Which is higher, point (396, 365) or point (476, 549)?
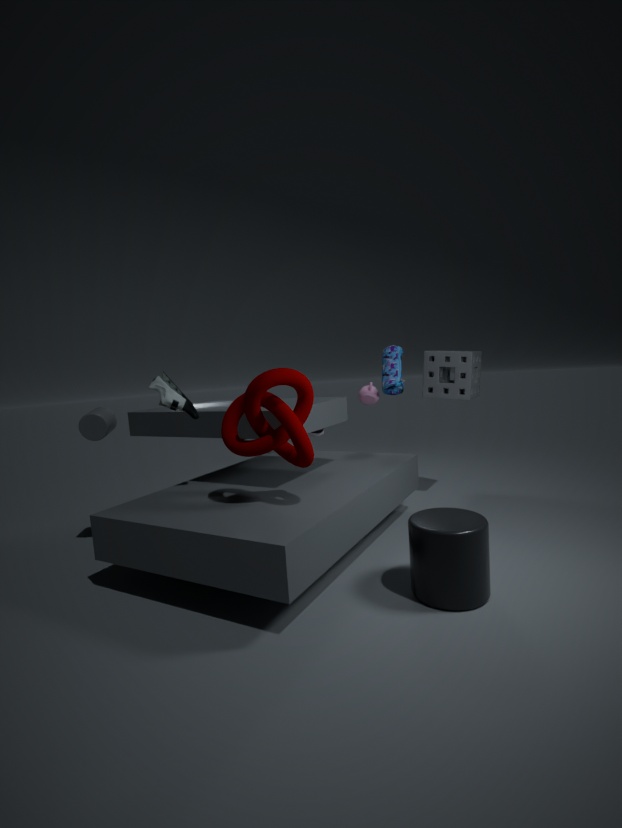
point (396, 365)
